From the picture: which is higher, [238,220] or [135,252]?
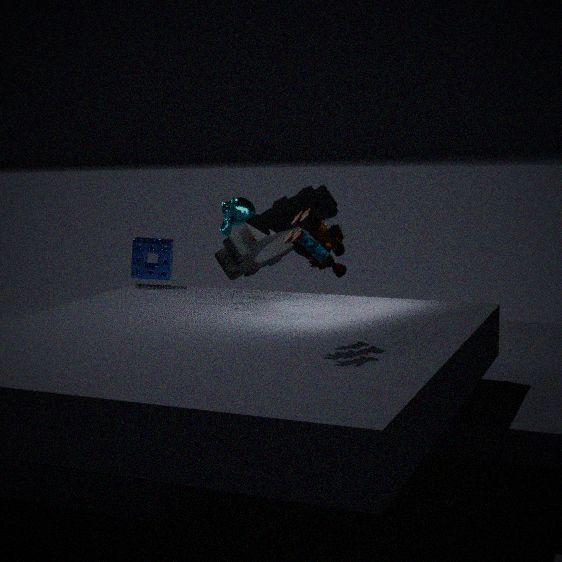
[238,220]
